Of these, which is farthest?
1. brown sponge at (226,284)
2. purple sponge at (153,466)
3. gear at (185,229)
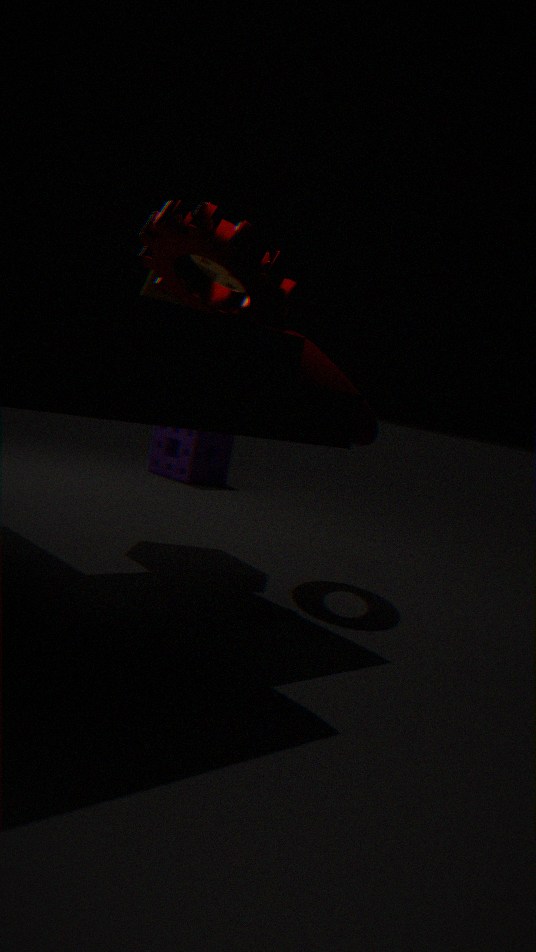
purple sponge at (153,466)
